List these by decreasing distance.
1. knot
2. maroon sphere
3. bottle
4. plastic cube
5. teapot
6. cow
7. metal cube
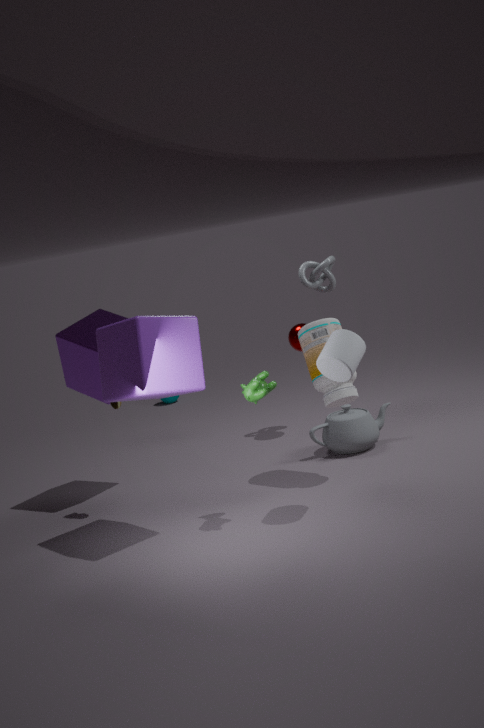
knot < maroon sphere < teapot < metal cube < bottle < cow < plastic cube
